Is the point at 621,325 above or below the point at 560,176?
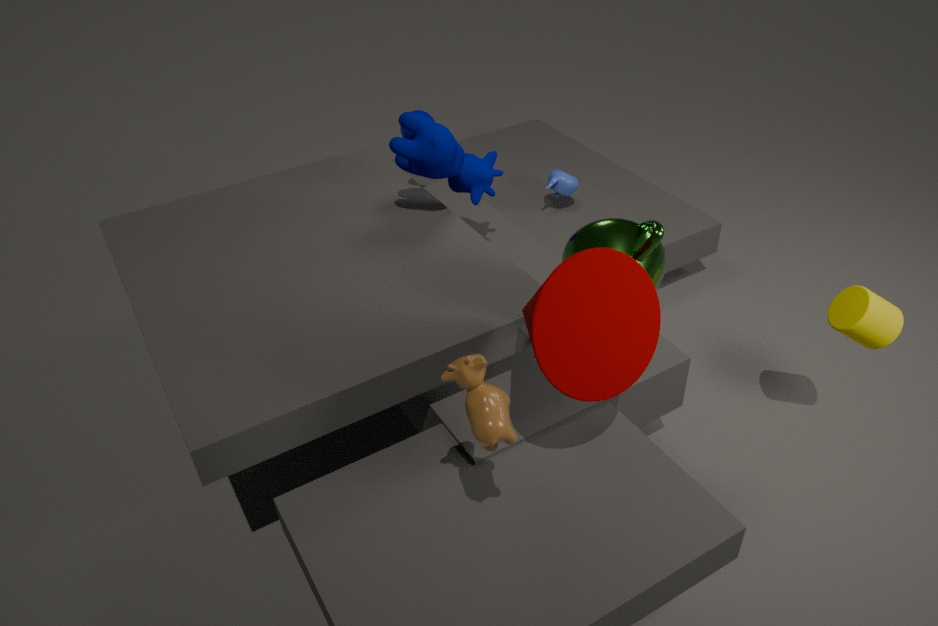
above
